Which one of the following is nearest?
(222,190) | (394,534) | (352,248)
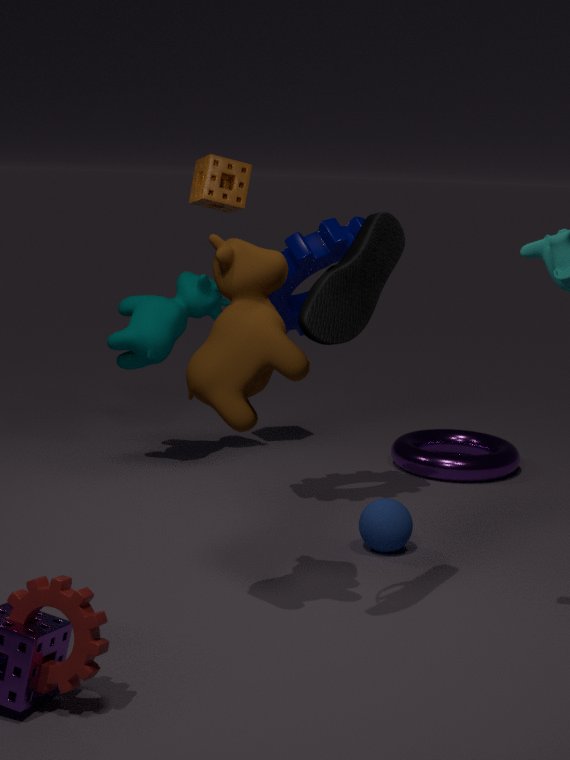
(352,248)
